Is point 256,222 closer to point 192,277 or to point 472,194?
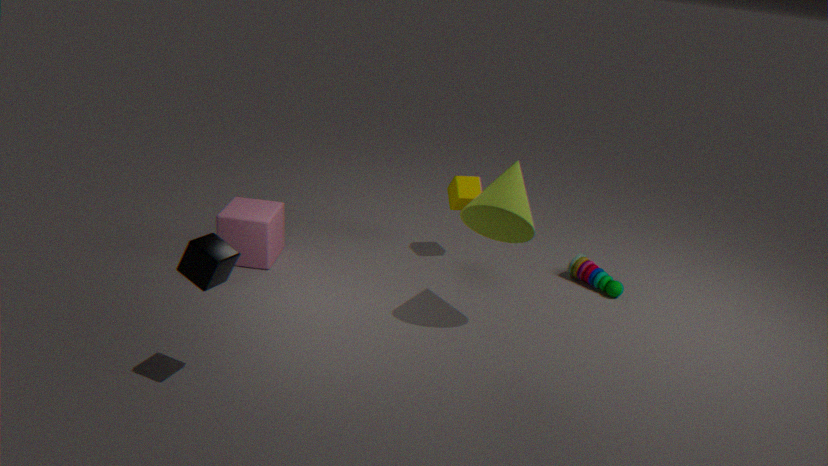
point 472,194
